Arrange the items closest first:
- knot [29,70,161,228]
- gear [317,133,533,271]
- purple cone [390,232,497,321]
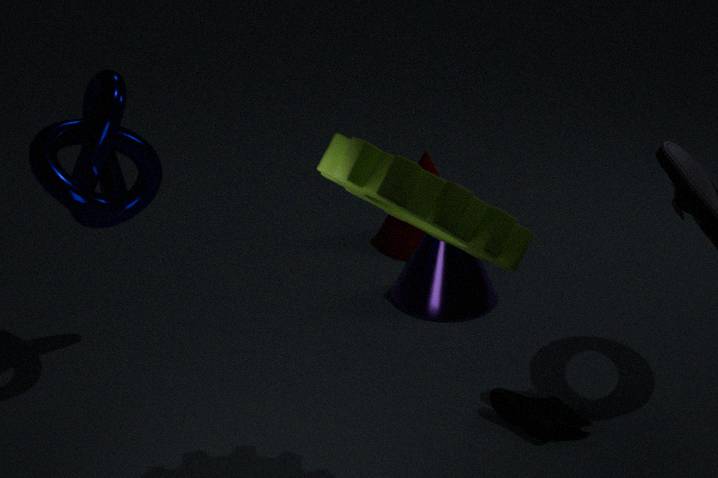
gear [317,133,533,271], knot [29,70,161,228], purple cone [390,232,497,321]
